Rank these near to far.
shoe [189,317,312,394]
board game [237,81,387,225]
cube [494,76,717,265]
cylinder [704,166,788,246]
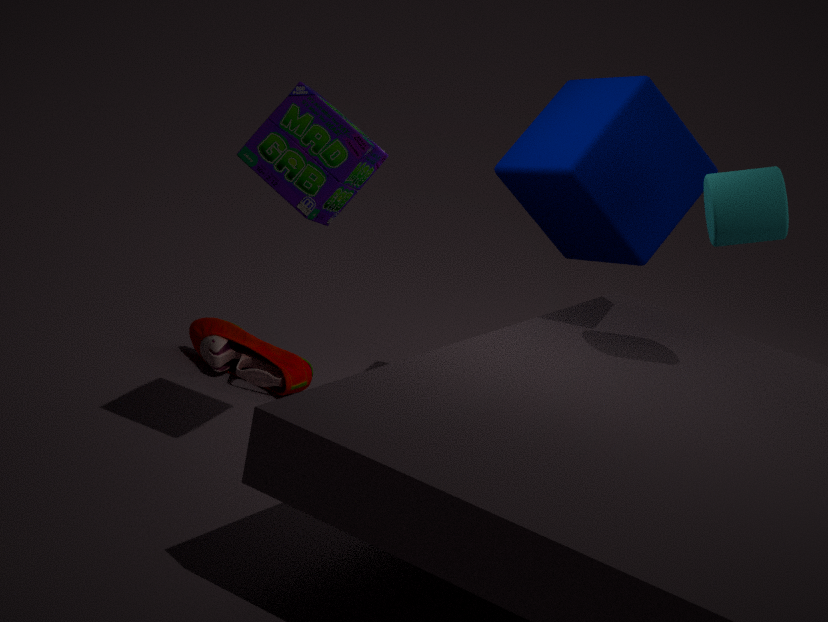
Answer: 1. board game [237,81,387,225]
2. cylinder [704,166,788,246]
3. cube [494,76,717,265]
4. shoe [189,317,312,394]
